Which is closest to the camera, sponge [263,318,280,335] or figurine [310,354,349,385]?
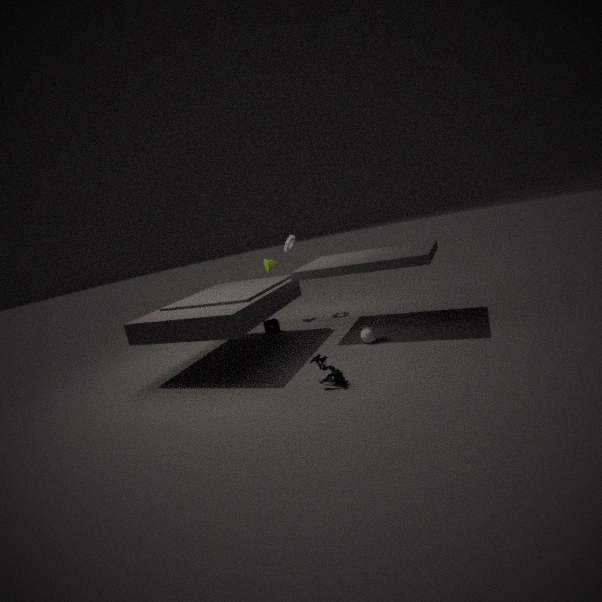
figurine [310,354,349,385]
